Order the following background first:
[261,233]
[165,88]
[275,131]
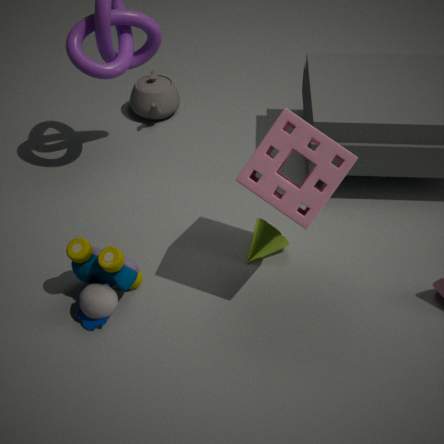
[165,88] → [261,233] → [275,131]
